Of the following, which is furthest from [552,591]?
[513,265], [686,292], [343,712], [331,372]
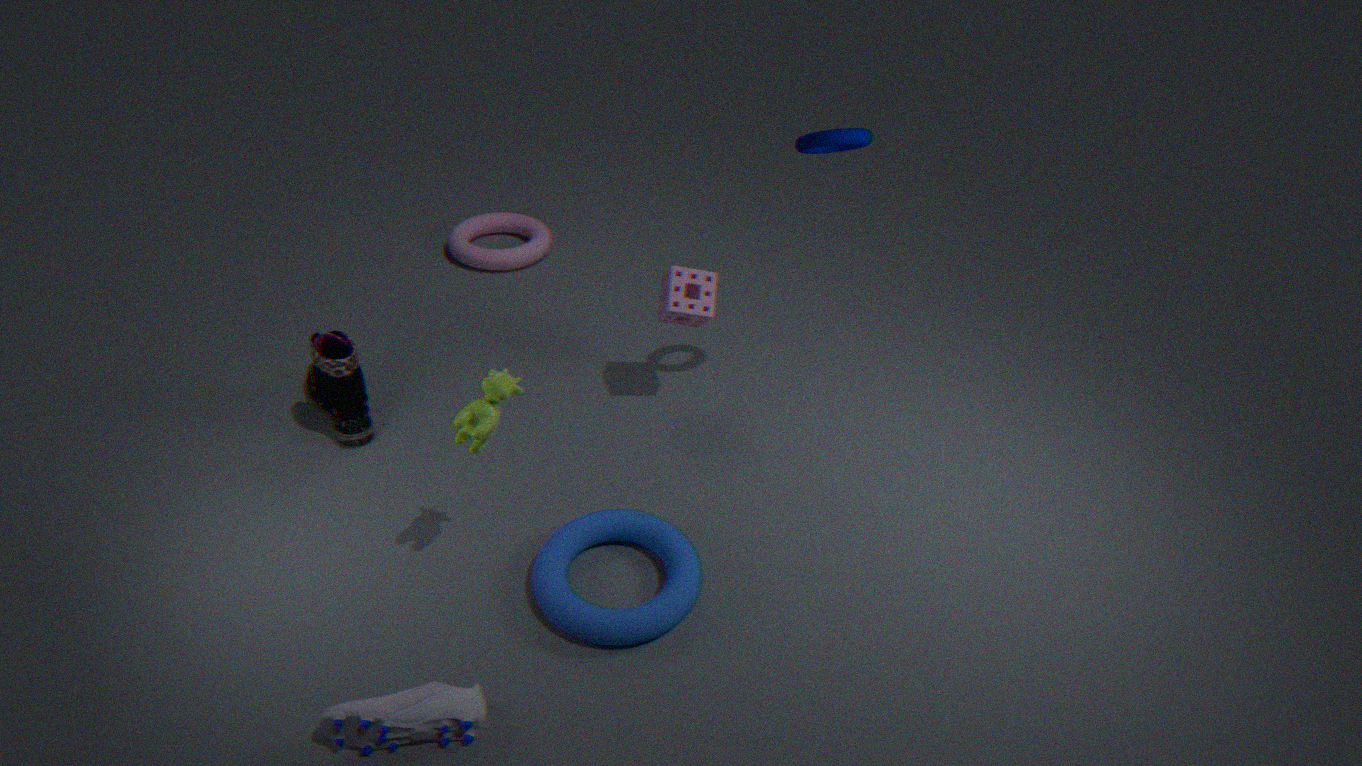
[513,265]
